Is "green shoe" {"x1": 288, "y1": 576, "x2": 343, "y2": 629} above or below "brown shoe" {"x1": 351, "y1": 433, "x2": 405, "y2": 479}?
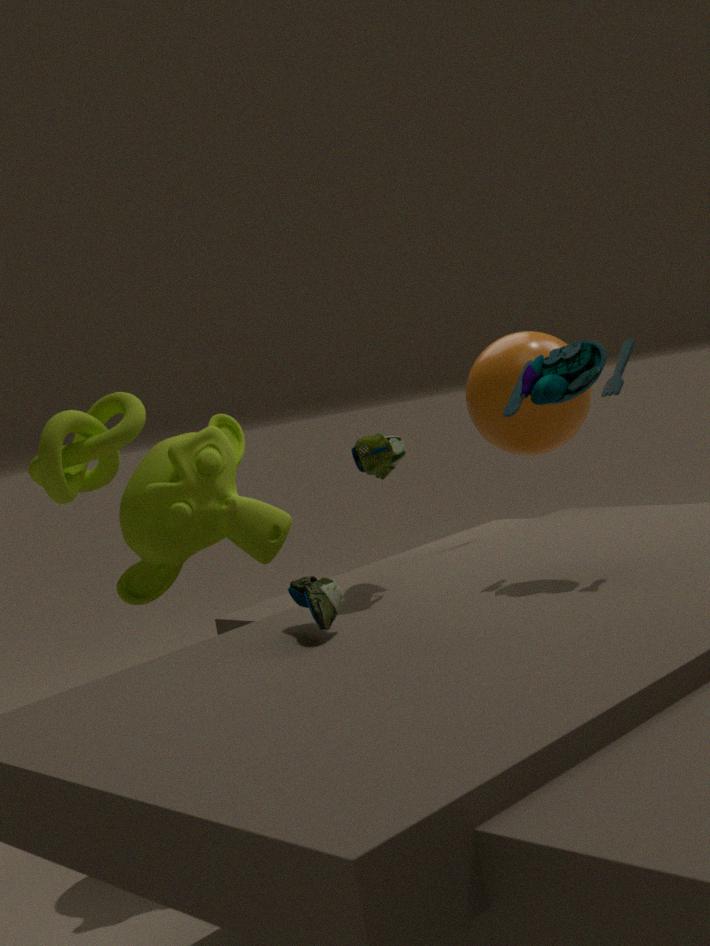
below
